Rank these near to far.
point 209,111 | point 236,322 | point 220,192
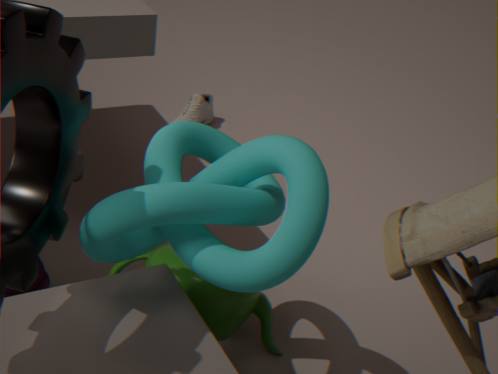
1. point 220,192
2. point 236,322
3. point 209,111
